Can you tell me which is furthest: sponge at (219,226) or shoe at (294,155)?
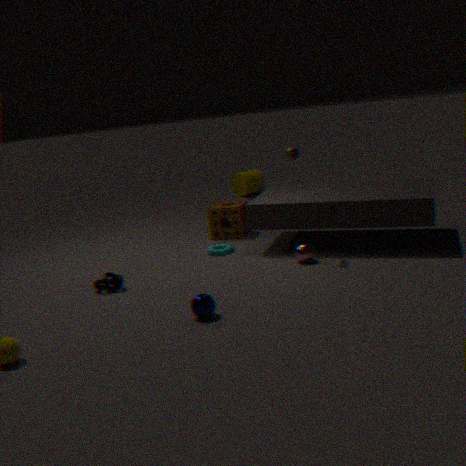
sponge at (219,226)
